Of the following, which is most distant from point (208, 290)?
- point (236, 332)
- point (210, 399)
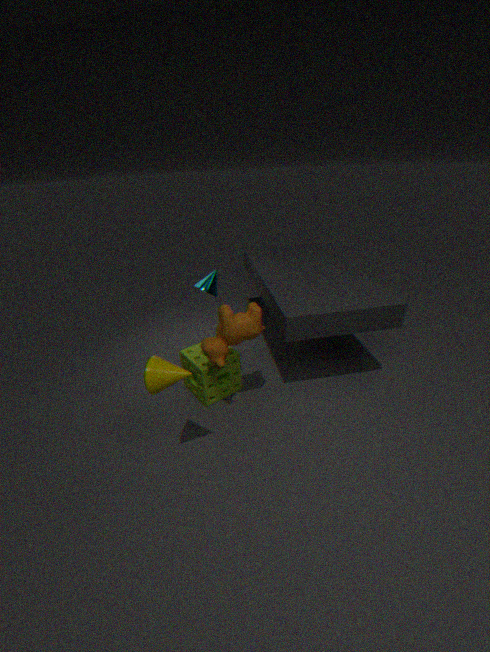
point (236, 332)
